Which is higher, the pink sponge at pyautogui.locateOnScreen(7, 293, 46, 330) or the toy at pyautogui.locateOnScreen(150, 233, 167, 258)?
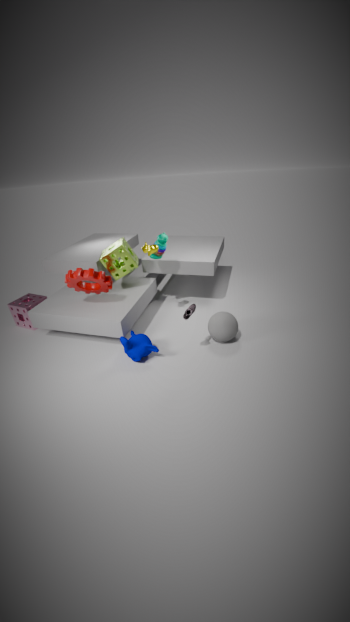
the toy at pyautogui.locateOnScreen(150, 233, 167, 258)
